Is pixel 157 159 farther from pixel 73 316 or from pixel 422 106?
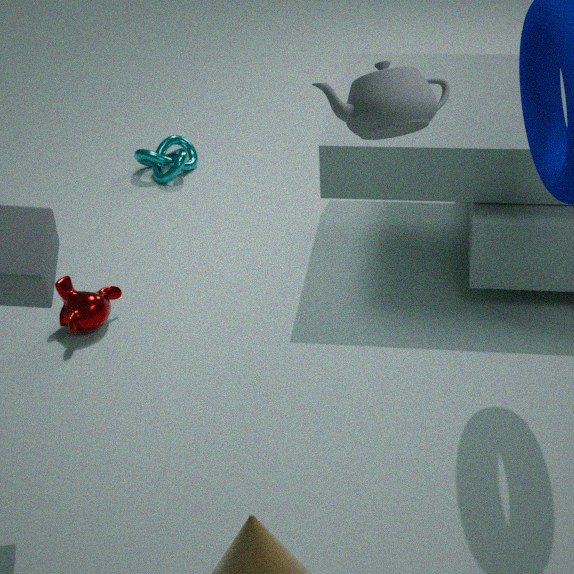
pixel 422 106
